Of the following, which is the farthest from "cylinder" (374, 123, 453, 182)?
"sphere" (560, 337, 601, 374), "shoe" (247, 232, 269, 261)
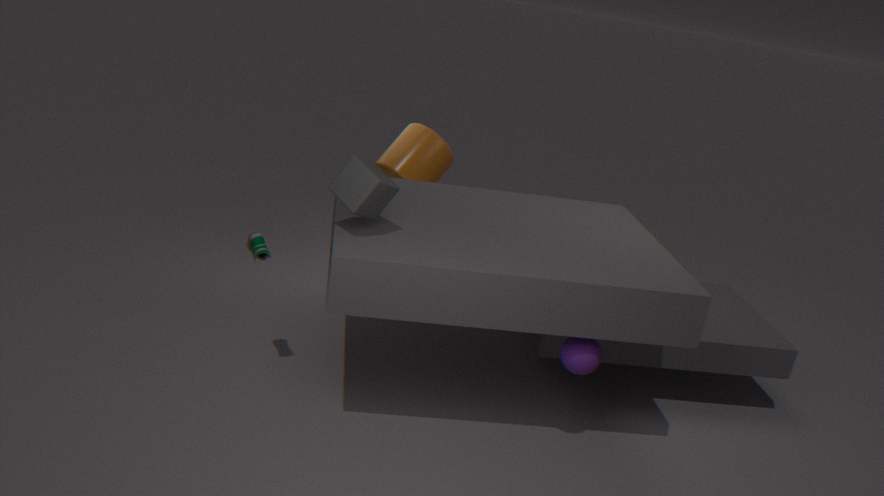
"sphere" (560, 337, 601, 374)
